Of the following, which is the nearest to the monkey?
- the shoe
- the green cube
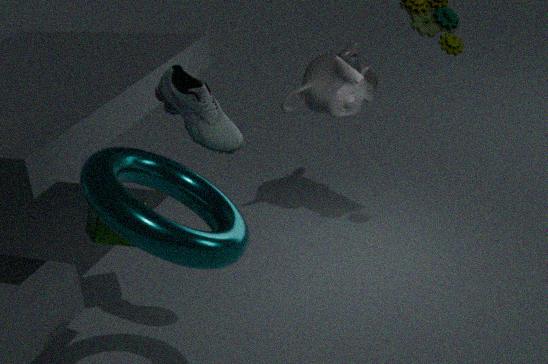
the green cube
